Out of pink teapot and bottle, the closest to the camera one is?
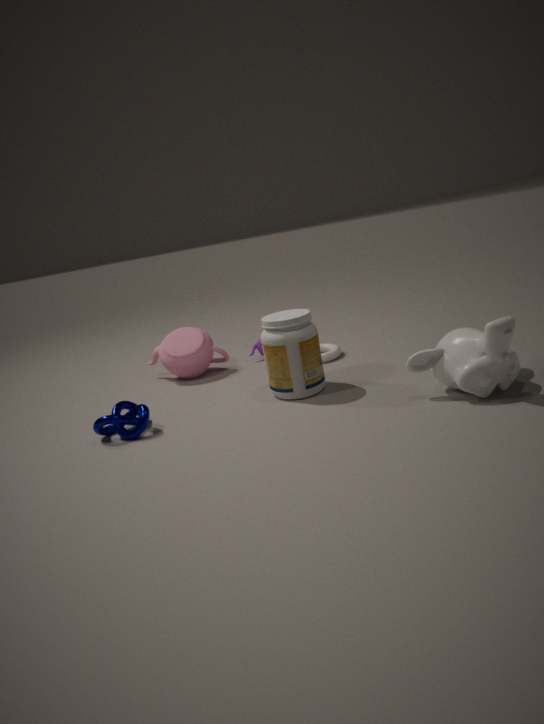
bottle
